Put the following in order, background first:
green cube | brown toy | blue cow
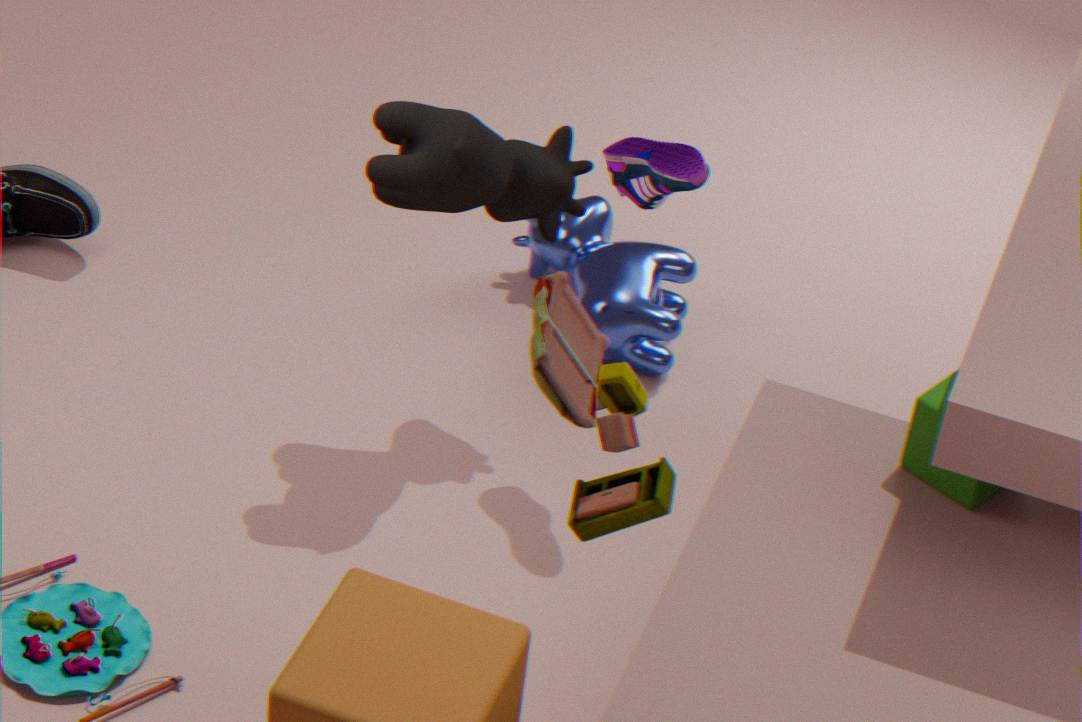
blue cow < green cube < brown toy
